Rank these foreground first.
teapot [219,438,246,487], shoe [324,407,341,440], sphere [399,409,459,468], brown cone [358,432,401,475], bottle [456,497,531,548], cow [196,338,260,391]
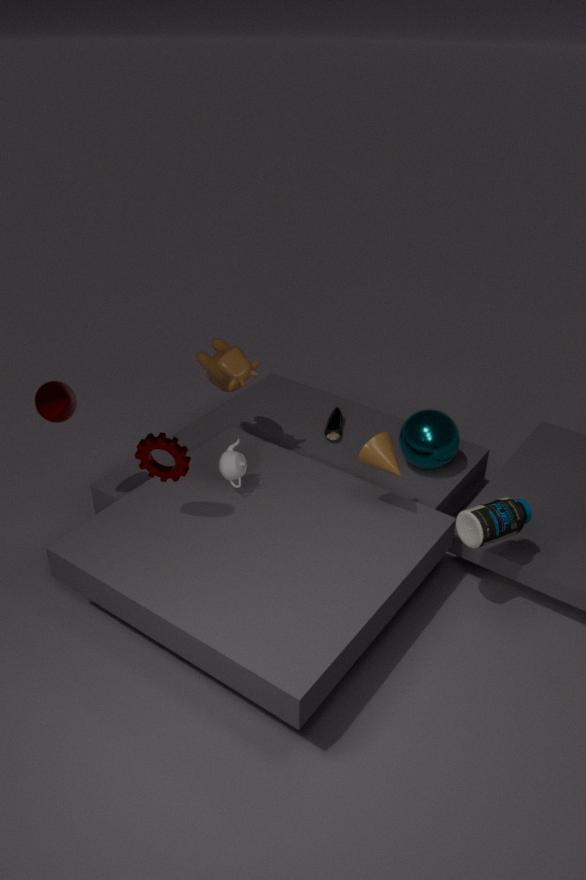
bottle [456,497,531,548]
brown cone [358,432,401,475]
teapot [219,438,246,487]
cow [196,338,260,391]
sphere [399,409,459,468]
shoe [324,407,341,440]
